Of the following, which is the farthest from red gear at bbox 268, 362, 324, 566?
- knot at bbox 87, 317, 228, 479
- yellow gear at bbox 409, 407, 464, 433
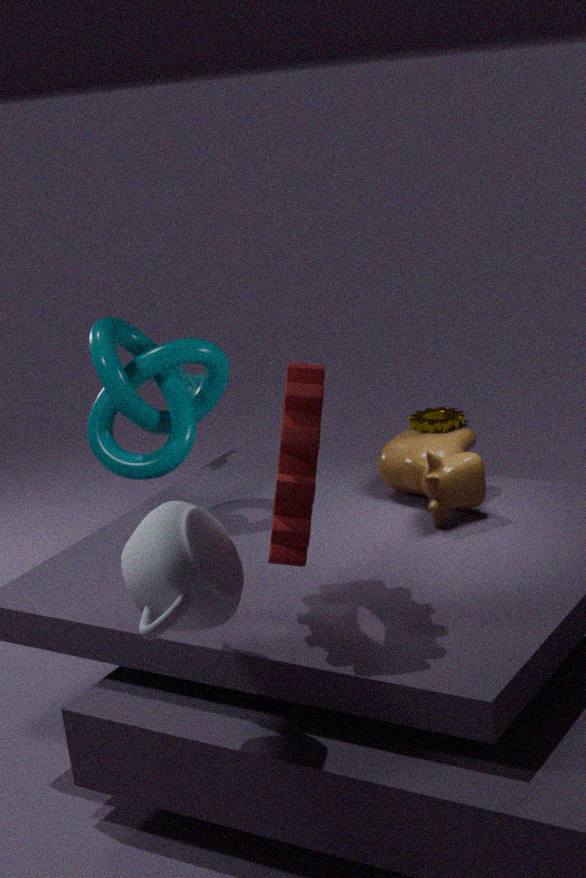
yellow gear at bbox 409, 407, 464, 433
